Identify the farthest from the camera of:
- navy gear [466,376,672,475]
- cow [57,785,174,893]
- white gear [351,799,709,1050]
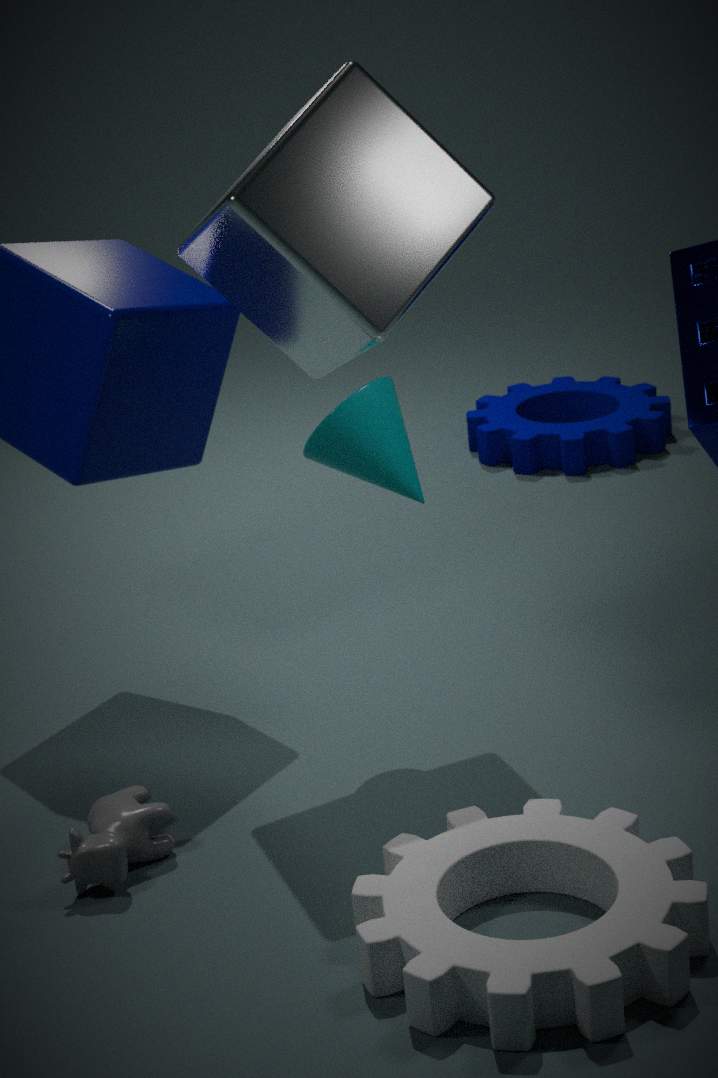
navy gear [466,376,672,475]
